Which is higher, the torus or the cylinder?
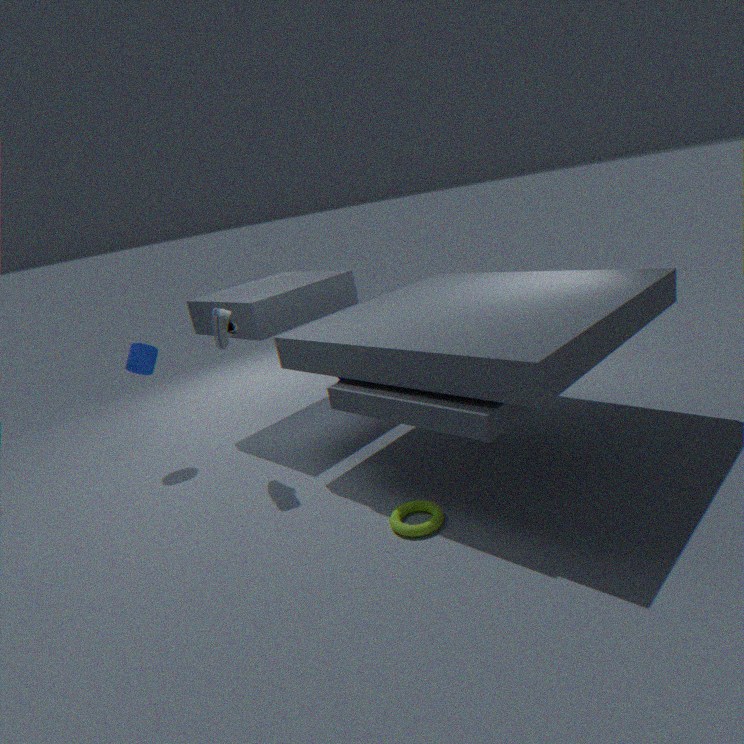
the cylinder
